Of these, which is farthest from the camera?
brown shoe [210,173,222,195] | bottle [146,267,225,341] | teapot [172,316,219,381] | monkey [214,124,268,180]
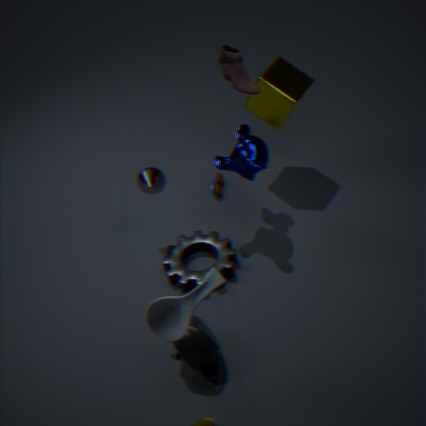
brown shoe [210,173,222,195]
